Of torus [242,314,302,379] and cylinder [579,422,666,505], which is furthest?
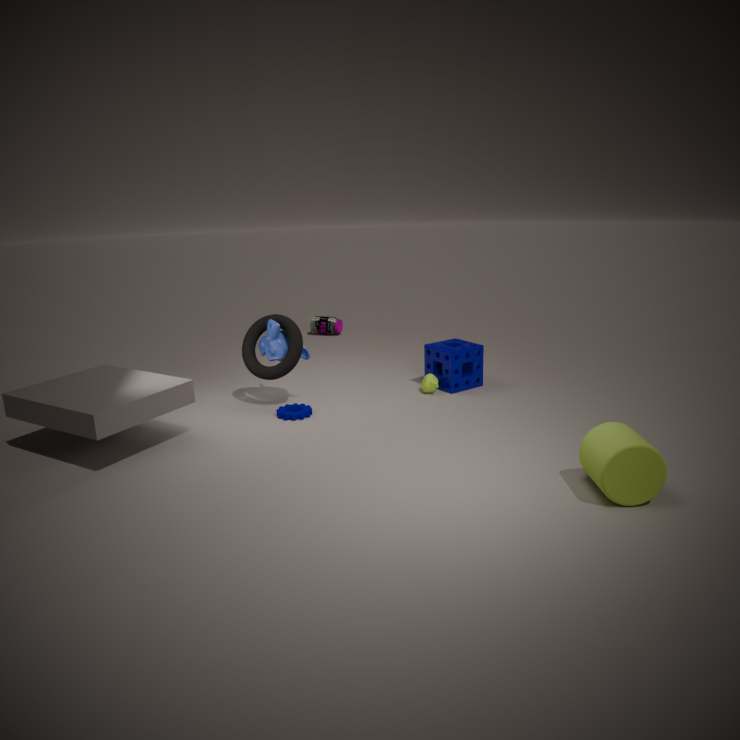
torus [242,314,302,379]
